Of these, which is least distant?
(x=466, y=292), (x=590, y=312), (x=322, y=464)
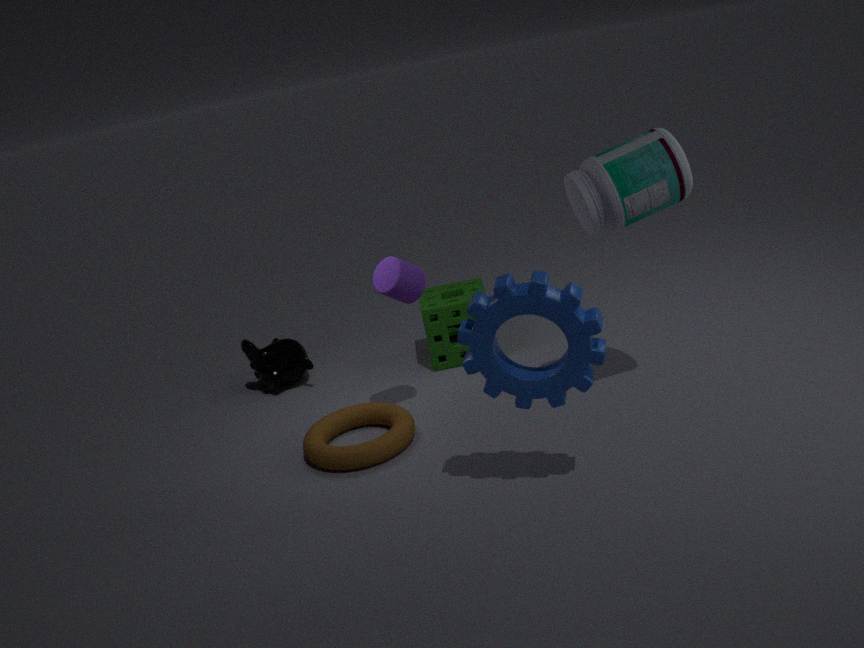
(x=590, y=312)
